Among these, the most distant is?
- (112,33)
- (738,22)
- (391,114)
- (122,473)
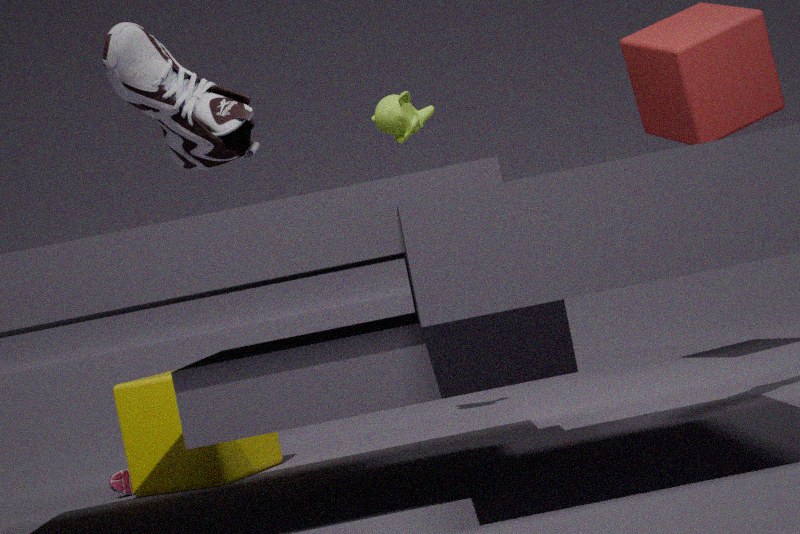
(738,22)
